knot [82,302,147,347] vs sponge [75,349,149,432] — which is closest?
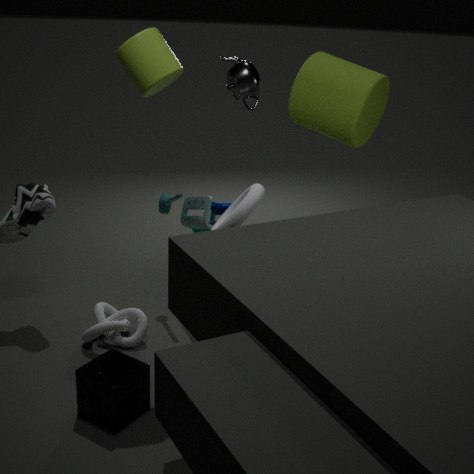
sponge [75,349,149,432]
